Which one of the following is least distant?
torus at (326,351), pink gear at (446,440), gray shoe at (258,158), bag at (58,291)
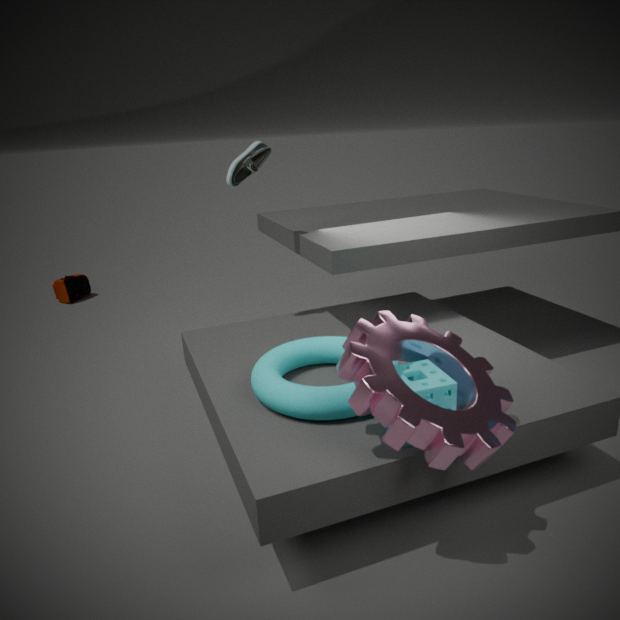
pink gear at (446,440)
